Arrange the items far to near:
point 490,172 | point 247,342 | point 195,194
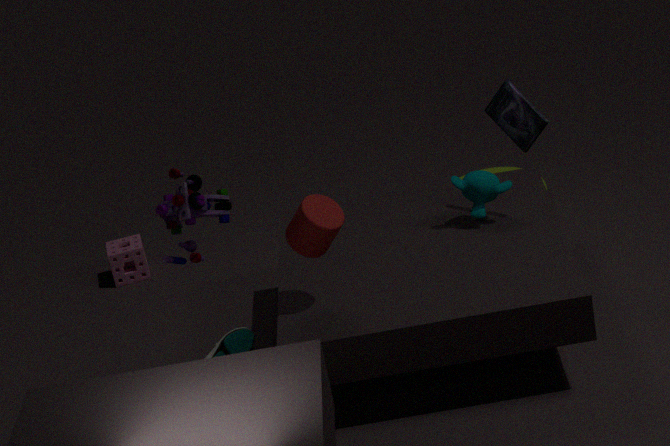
1. point 490,172
2. point 247,342
3. point 195,194
